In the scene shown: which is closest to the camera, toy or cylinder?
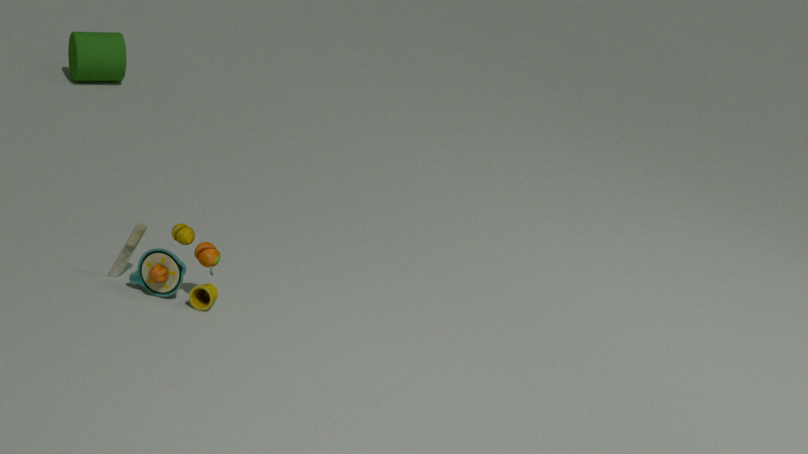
toy
